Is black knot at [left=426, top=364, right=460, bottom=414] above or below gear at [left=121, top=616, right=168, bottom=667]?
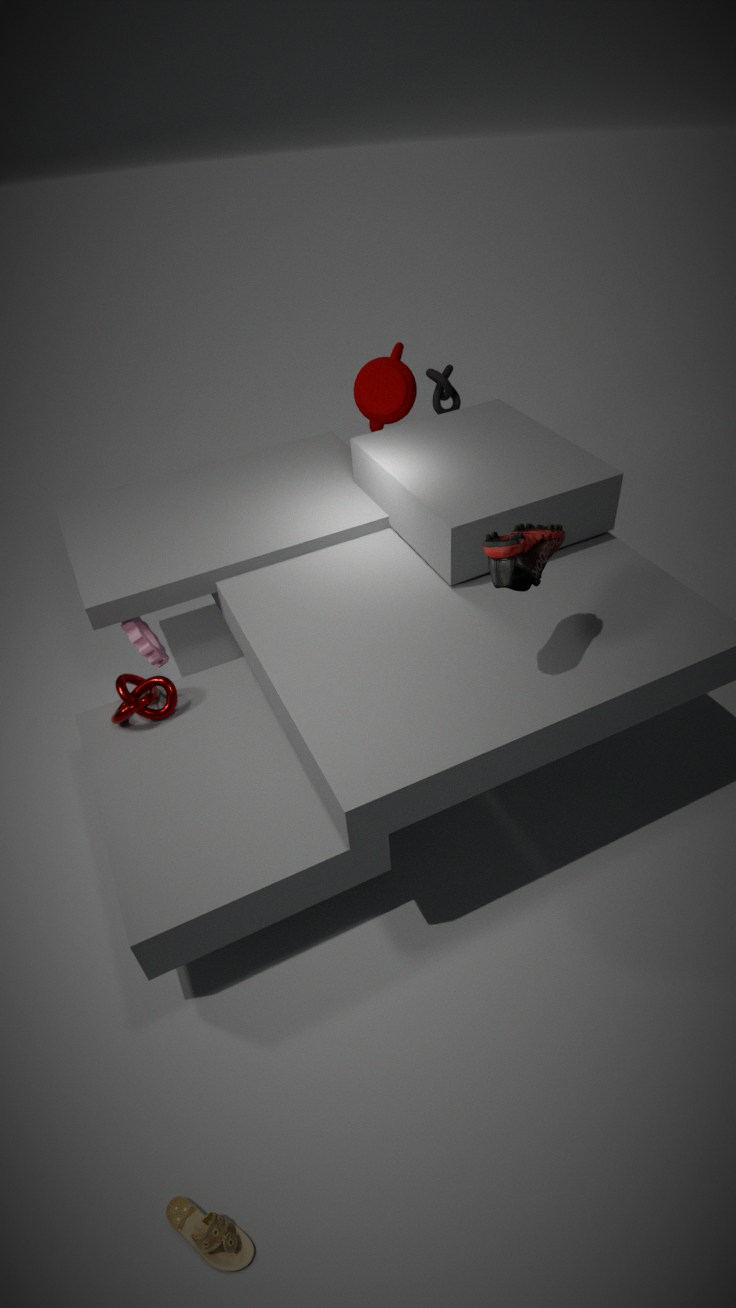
above
